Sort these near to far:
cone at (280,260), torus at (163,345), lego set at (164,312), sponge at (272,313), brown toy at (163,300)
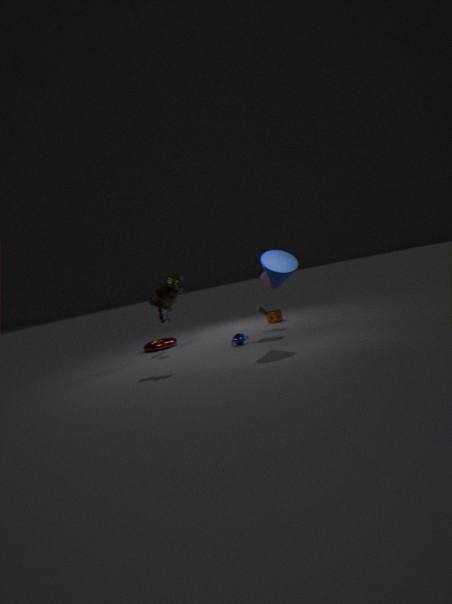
cone at (280,260), brown toy at (163,300), lego set at (164,312), torus at (163,345), sponge at (272,313)
